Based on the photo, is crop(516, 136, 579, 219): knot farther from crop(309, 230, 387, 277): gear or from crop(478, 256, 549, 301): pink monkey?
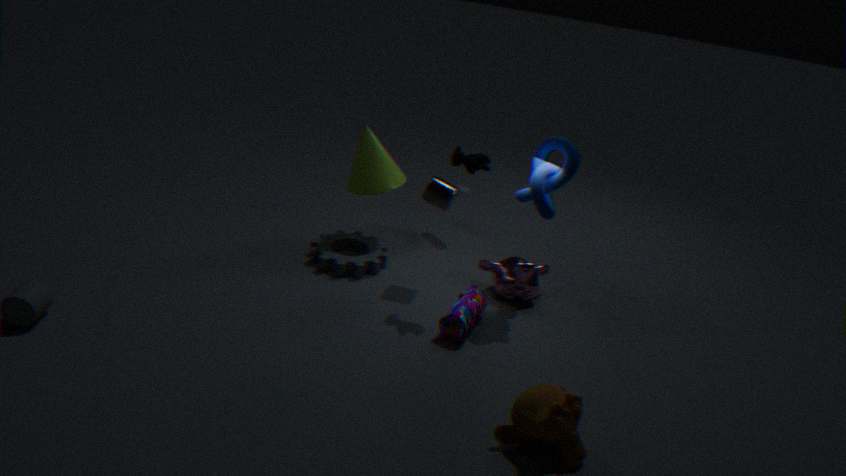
crop(309, 230, 387, 277): gear
